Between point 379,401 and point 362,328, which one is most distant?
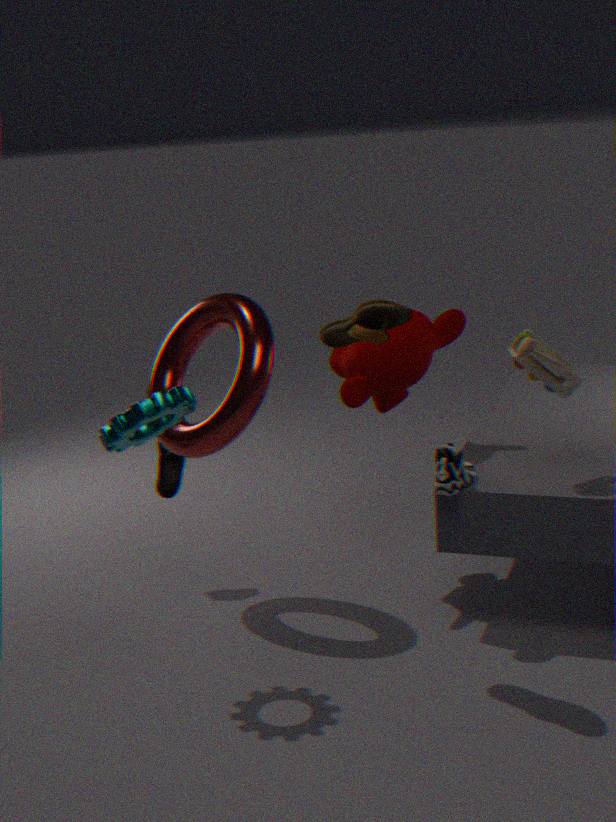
point 379,401
